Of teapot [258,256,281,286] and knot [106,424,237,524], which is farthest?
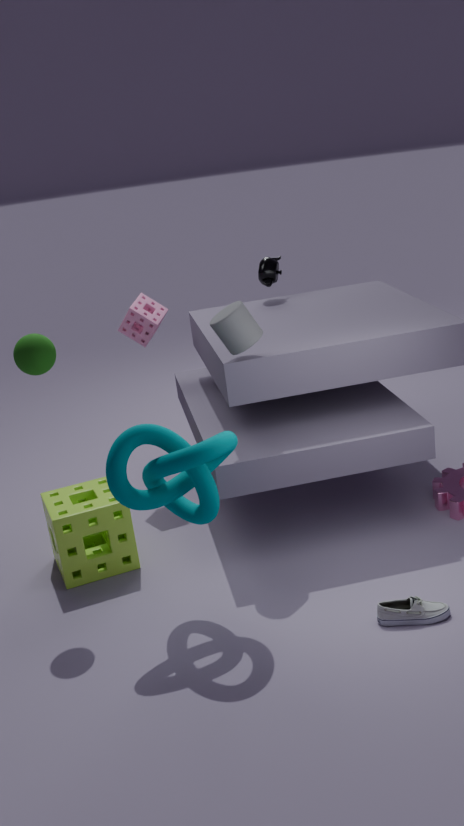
teapot [258,256,281,286]
